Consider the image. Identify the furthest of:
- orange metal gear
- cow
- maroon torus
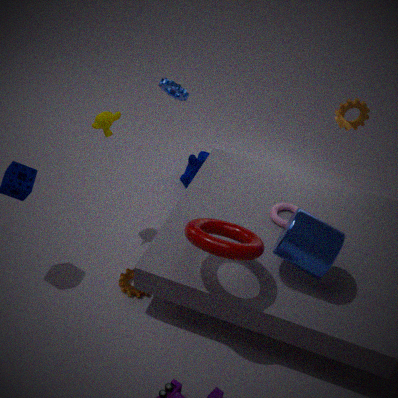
cow
